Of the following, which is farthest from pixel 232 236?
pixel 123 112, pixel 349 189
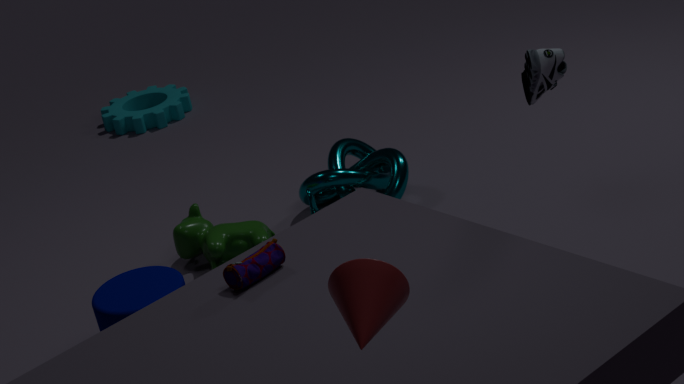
pixel 123 112
